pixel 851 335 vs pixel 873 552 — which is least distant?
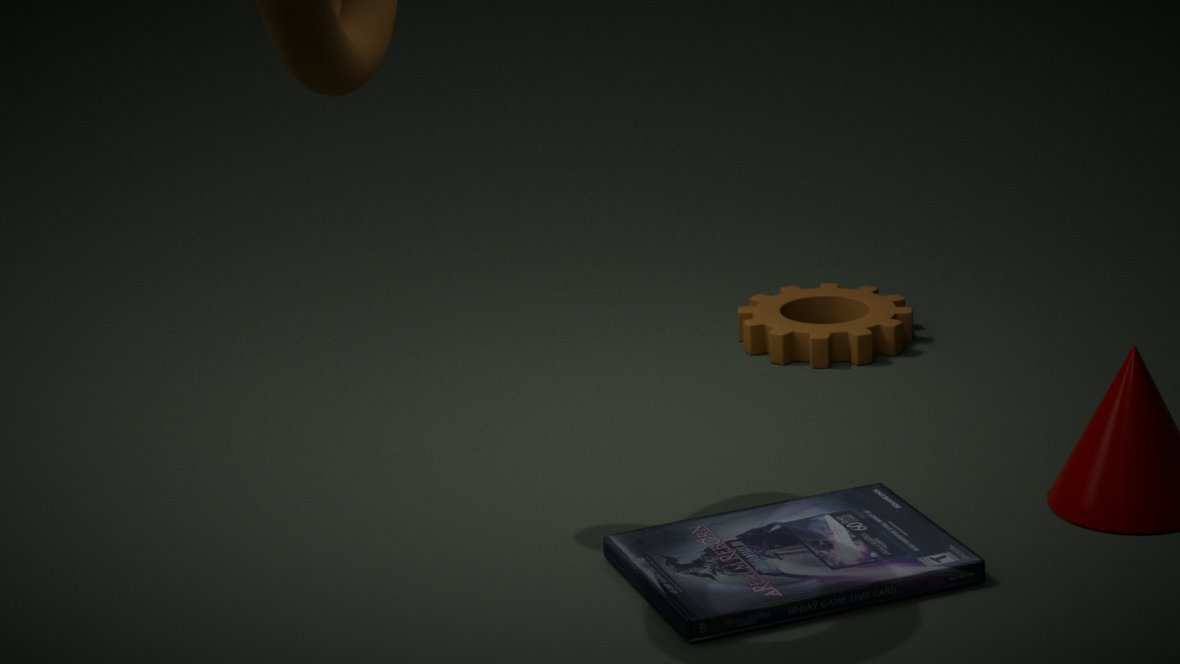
pixel 873 552
